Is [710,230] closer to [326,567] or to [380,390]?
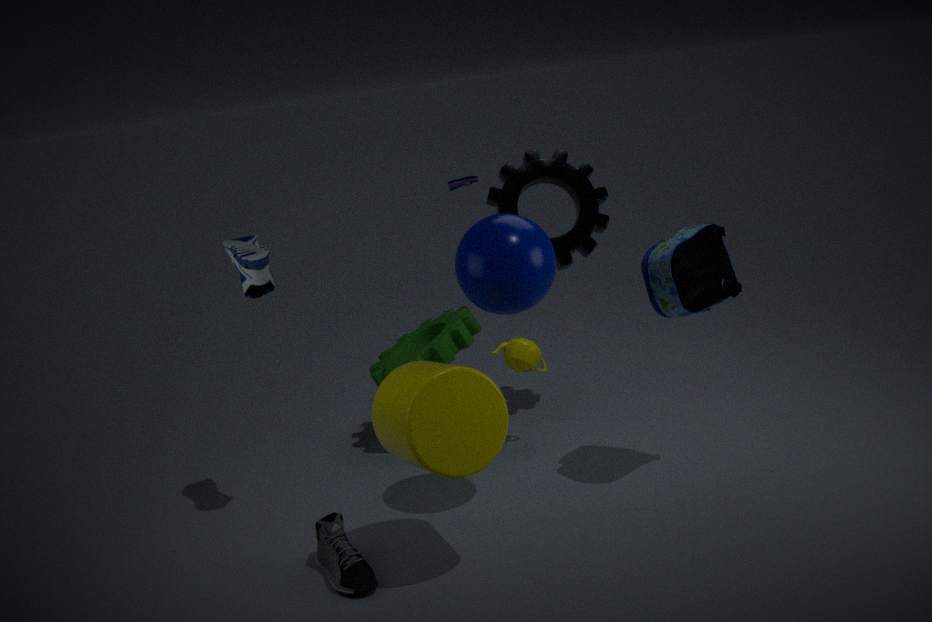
[380,390]
